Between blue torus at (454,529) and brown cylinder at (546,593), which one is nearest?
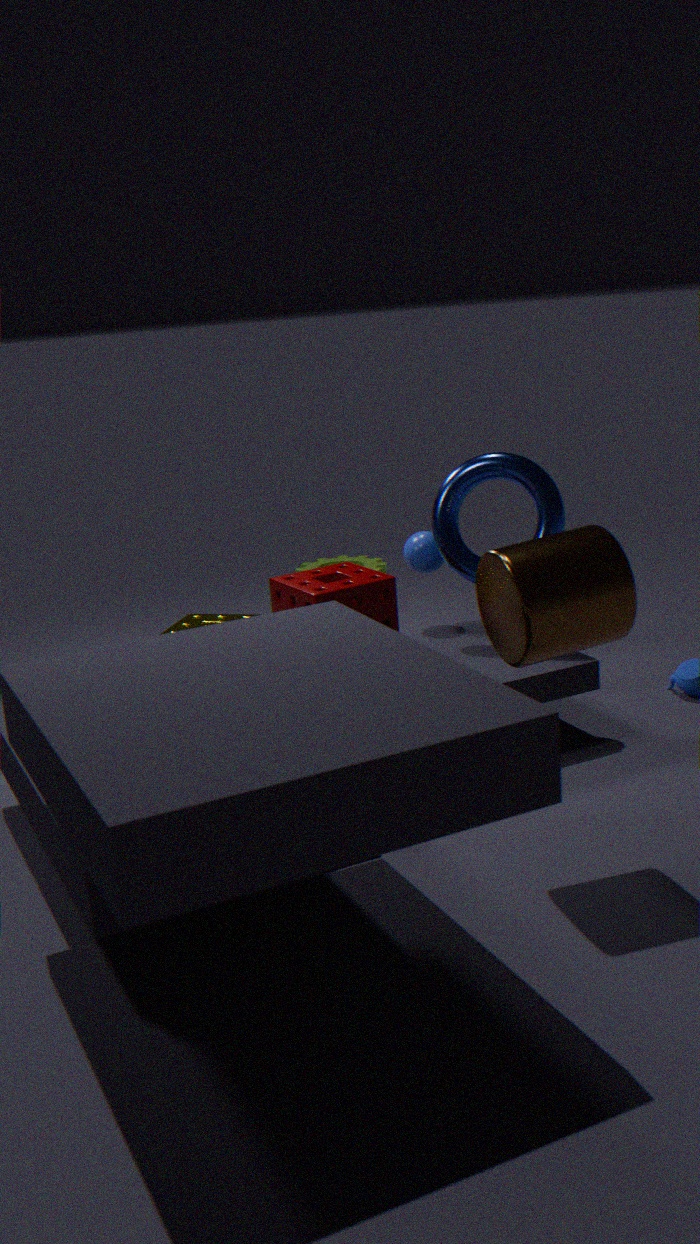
brown cylinder at (546,593)
